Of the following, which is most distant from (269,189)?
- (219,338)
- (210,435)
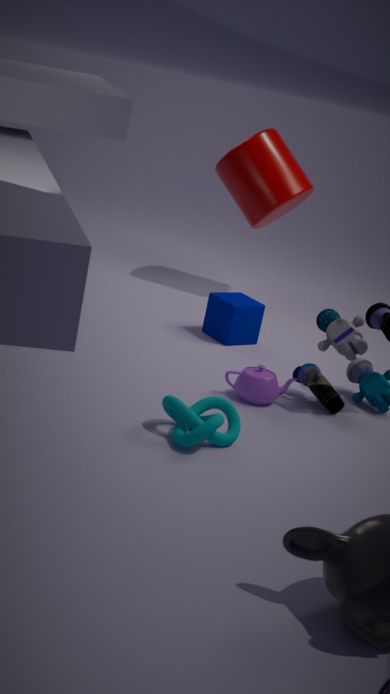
(210,435)
